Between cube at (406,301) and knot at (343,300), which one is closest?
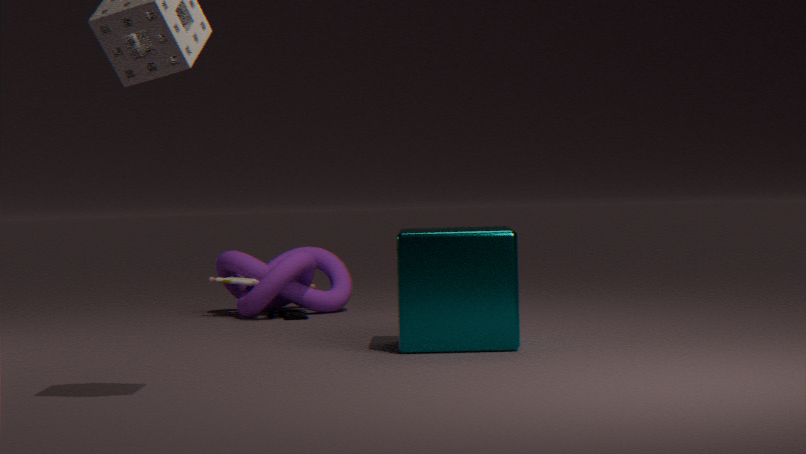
cube at (406,301)
